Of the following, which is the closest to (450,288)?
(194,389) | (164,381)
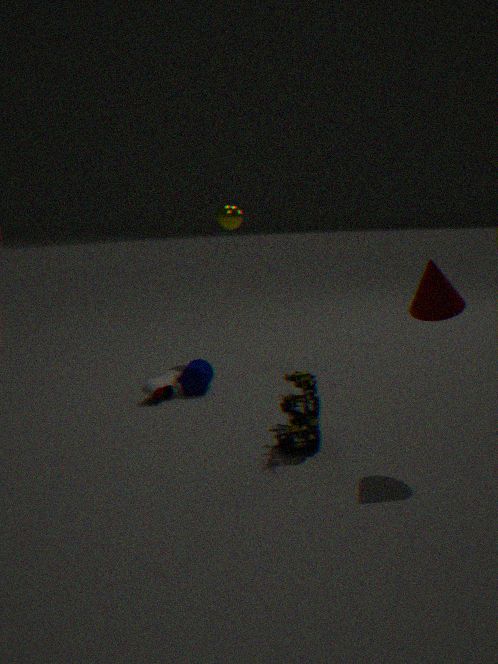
(194,389)
